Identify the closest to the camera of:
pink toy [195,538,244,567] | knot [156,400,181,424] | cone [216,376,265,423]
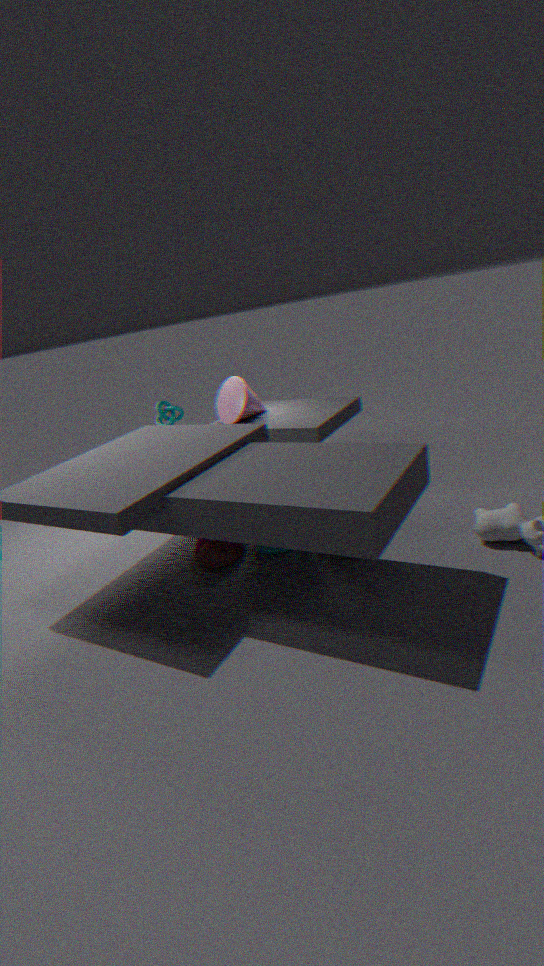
pink toy [195,538,244,567]
